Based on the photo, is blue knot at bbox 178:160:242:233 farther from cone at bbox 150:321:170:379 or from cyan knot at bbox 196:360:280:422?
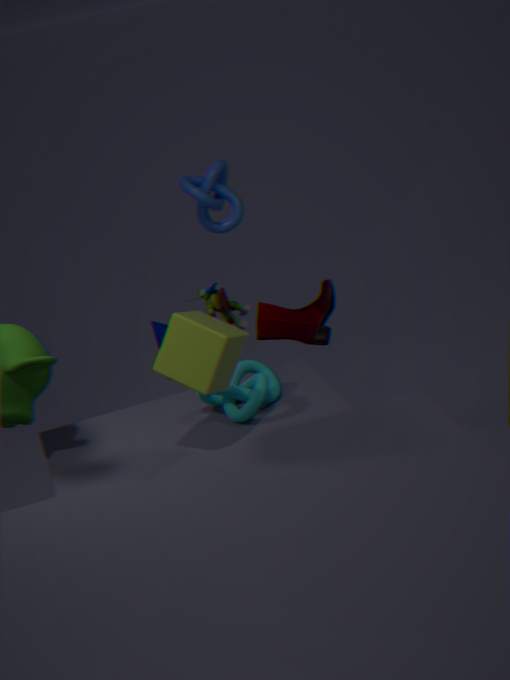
cyan knot at bbox 196:360:280:422
